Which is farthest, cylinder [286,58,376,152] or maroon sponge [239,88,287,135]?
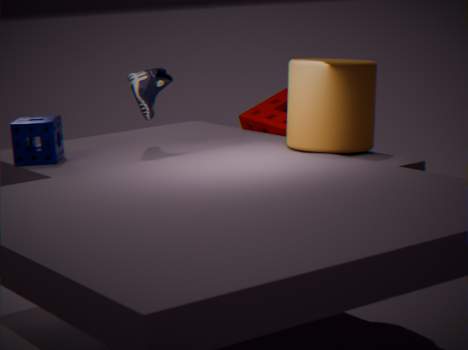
maroon sponge [239,88,287,135]
